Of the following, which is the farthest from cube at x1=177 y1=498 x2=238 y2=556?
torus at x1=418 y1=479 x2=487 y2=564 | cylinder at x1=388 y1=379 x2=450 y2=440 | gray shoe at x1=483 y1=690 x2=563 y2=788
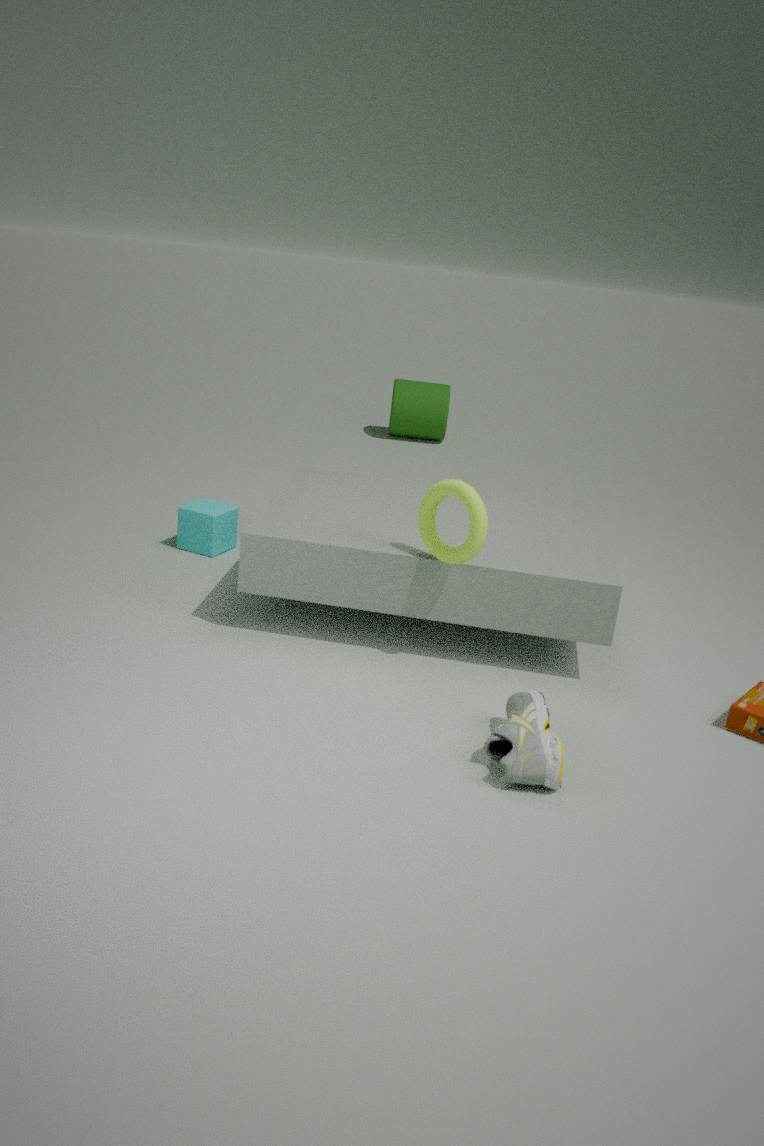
cylinder at x1=388 y1=379 x2=450 y2=440
